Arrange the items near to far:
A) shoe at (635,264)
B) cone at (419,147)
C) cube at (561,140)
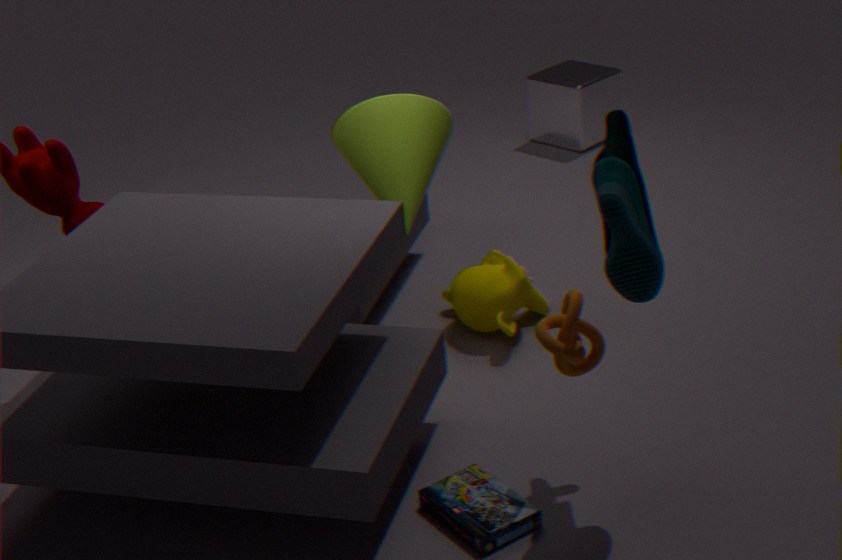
shoe at (635,264), cone at (419,147), cube at (561,140)
